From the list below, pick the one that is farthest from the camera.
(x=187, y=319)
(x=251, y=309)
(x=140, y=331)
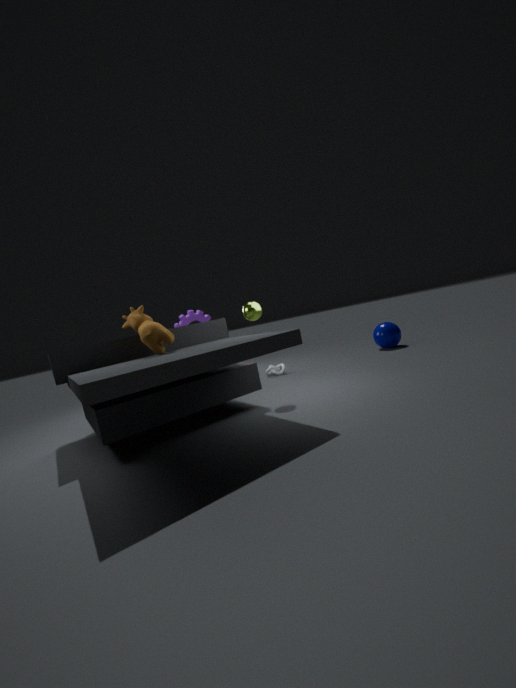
(x=187, y=319)
